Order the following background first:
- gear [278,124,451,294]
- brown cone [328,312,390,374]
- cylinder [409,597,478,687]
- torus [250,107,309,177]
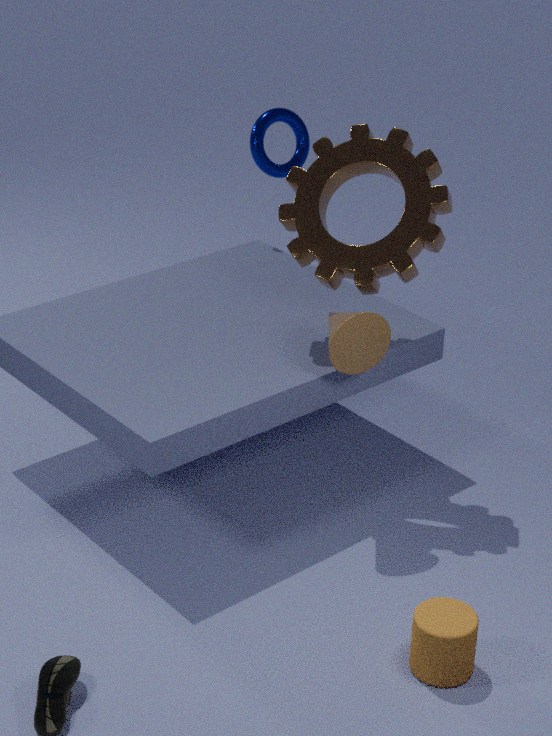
torus [250,107,309,177], gear [278,124,451,294], brown cone [328,312,390,374], cylinder [409,597,478,687]
